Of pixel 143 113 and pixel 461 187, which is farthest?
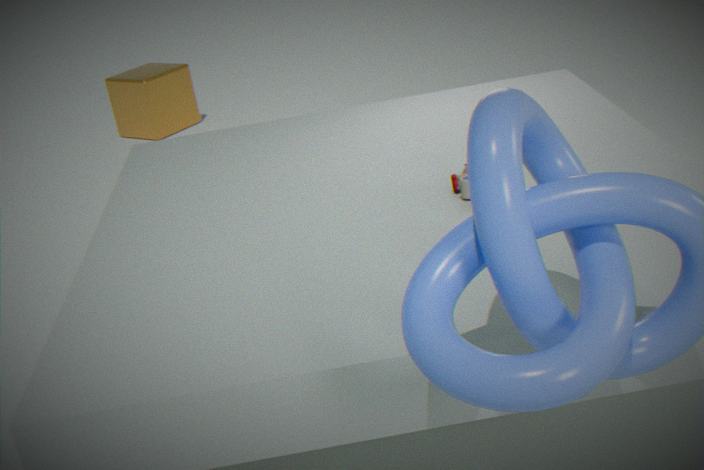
pixel 143 113
